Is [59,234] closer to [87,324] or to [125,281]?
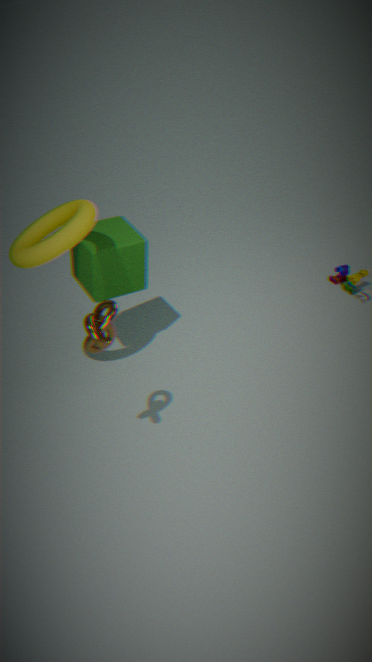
[125,281]
